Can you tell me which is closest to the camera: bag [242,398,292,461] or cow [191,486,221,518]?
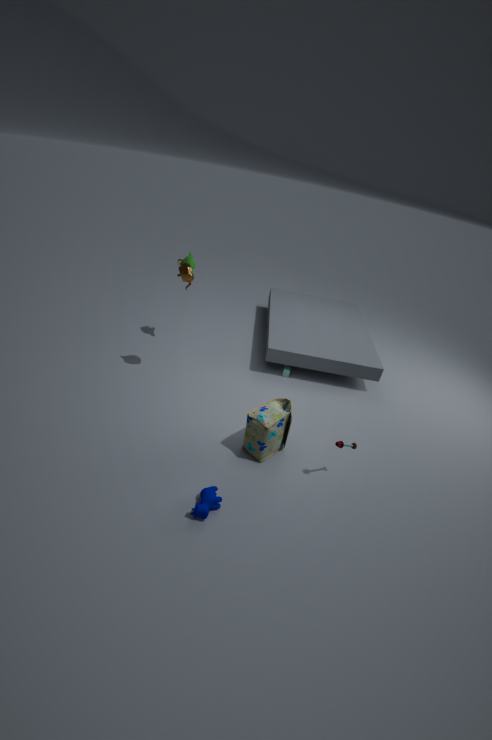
cow [191,486,221,518]
